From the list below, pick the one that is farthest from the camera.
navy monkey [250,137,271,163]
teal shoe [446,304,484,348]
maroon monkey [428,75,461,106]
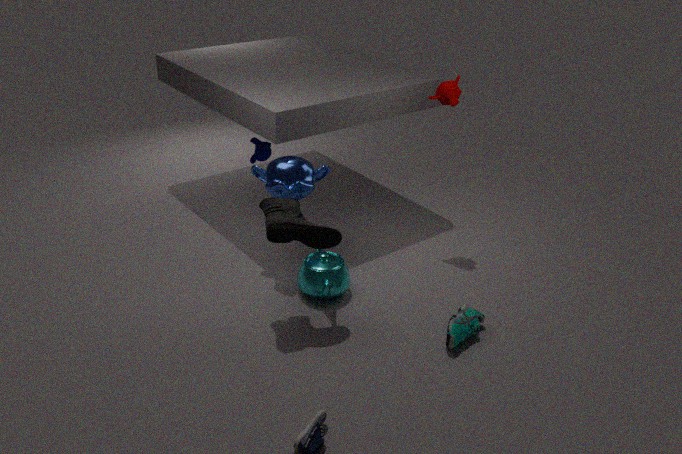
navy monkey [250,137,271,163]
